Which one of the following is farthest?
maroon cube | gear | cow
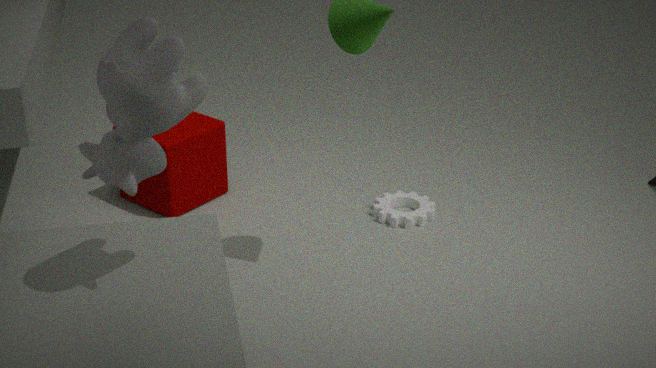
gear
